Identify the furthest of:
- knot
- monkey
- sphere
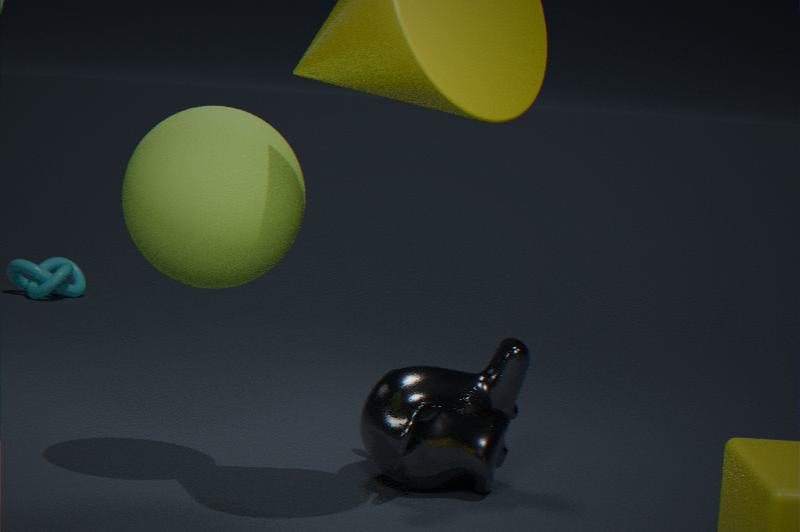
knot
